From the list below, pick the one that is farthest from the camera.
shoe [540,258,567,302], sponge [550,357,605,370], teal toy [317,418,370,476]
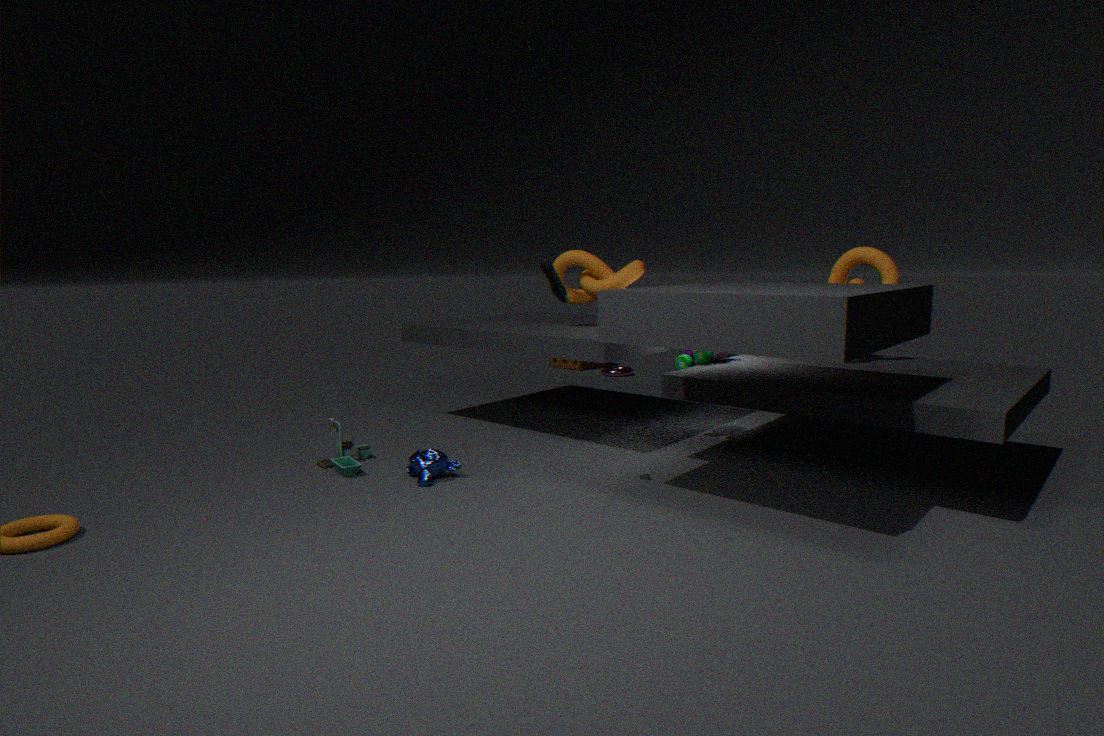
sponge [550,357,605,370]
